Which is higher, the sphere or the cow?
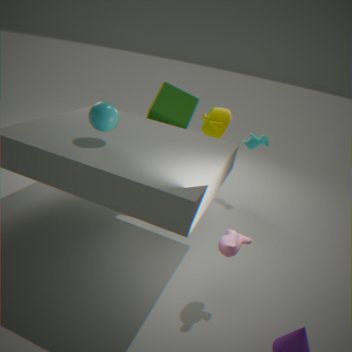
the sphere
